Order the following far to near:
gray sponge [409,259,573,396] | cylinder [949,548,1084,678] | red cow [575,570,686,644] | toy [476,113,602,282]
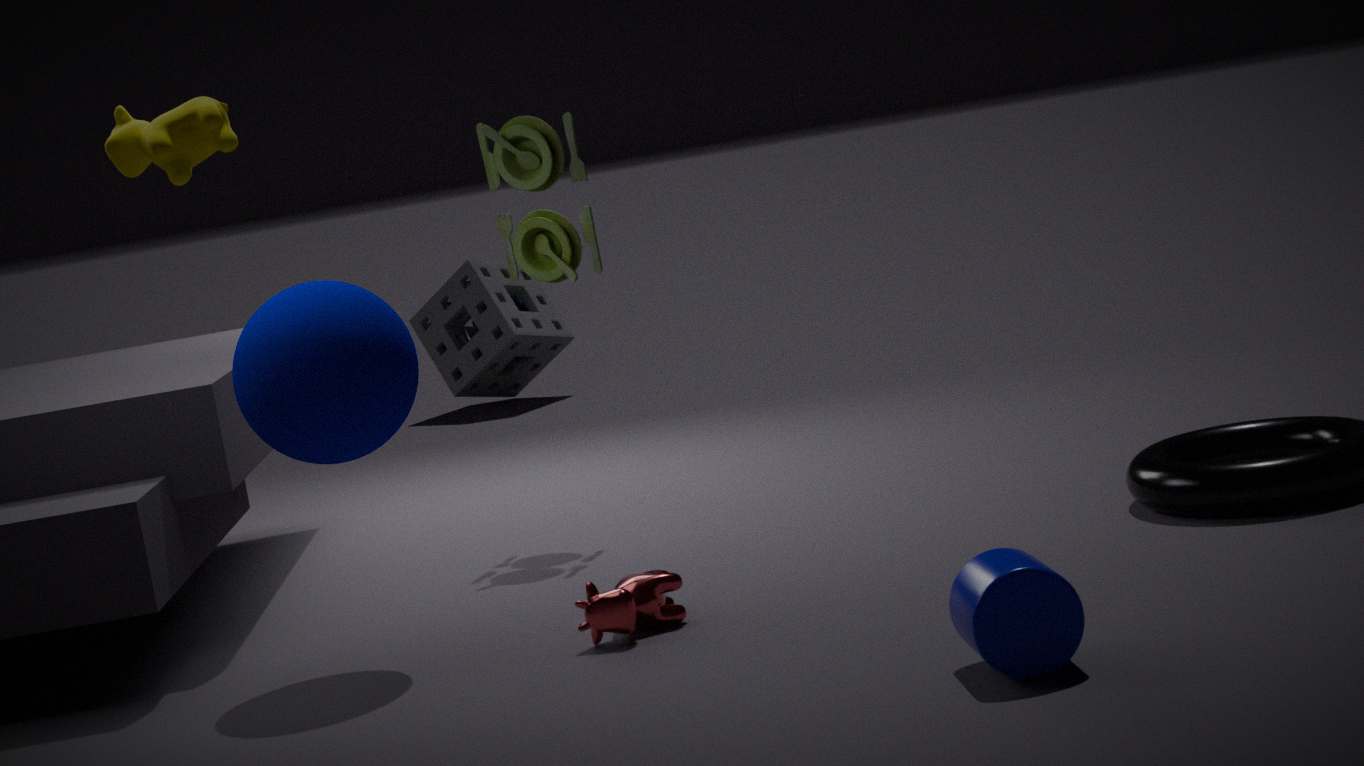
gray sponge [409,259,573,396], toy [476,113,602,282], red cow [575,570,686,644], cylinder [949,548,1084,678]
